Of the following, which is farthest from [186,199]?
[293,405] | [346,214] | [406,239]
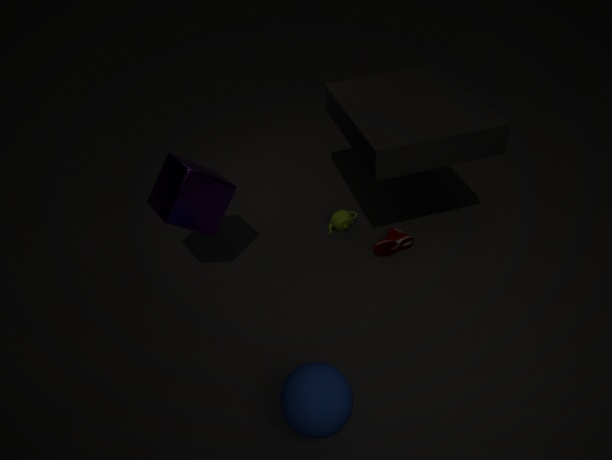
[293,405]
